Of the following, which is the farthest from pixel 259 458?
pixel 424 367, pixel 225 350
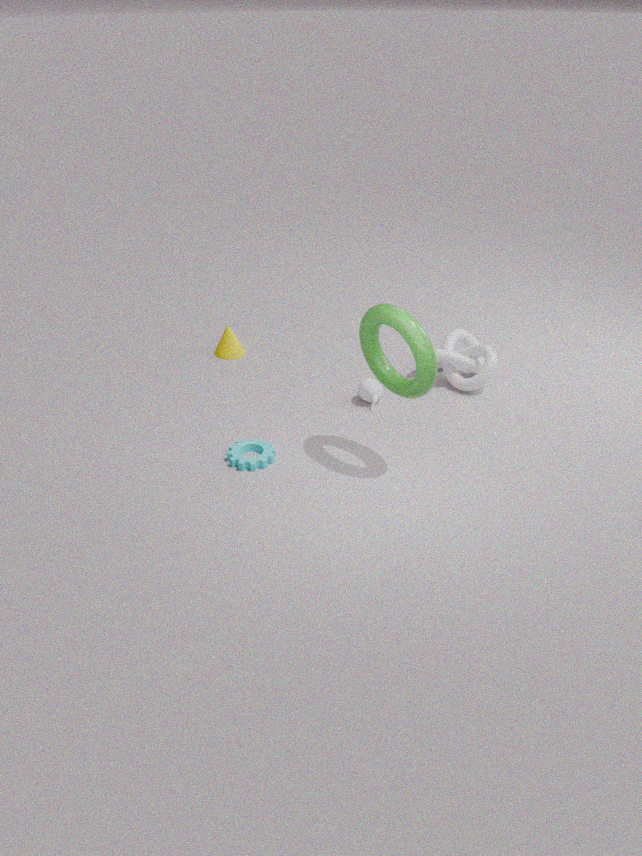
pixel 225 350
